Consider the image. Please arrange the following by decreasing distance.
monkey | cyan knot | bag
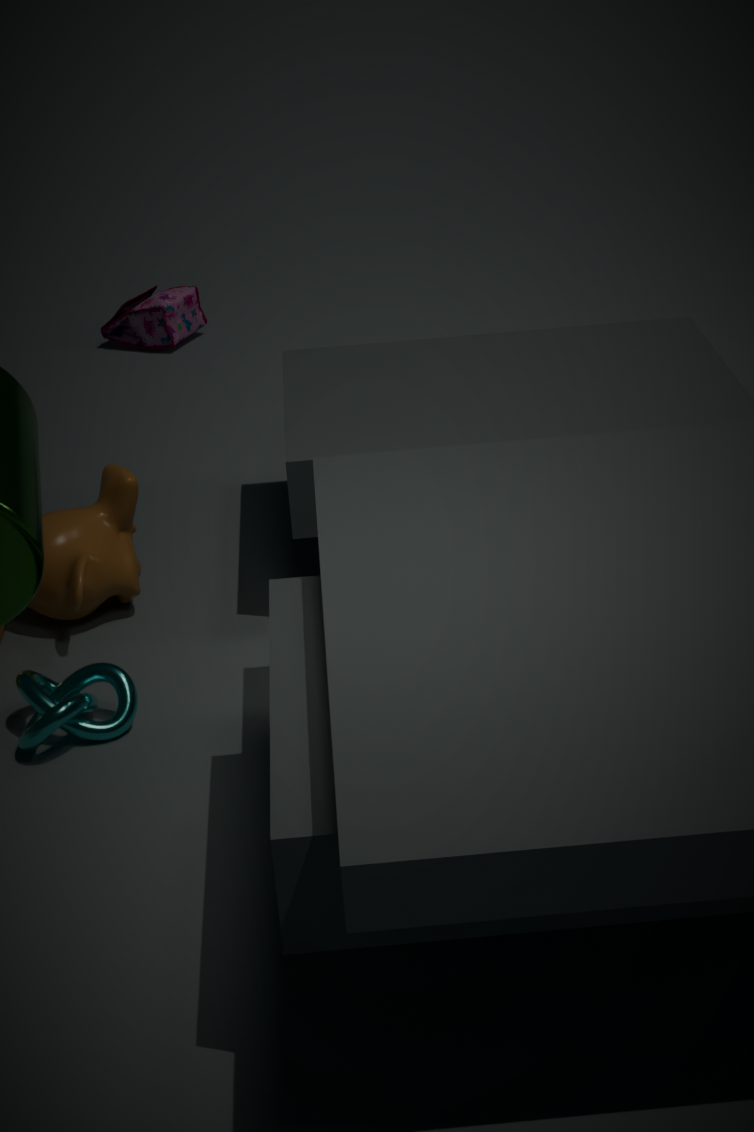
bag < monkey < cyan knot
